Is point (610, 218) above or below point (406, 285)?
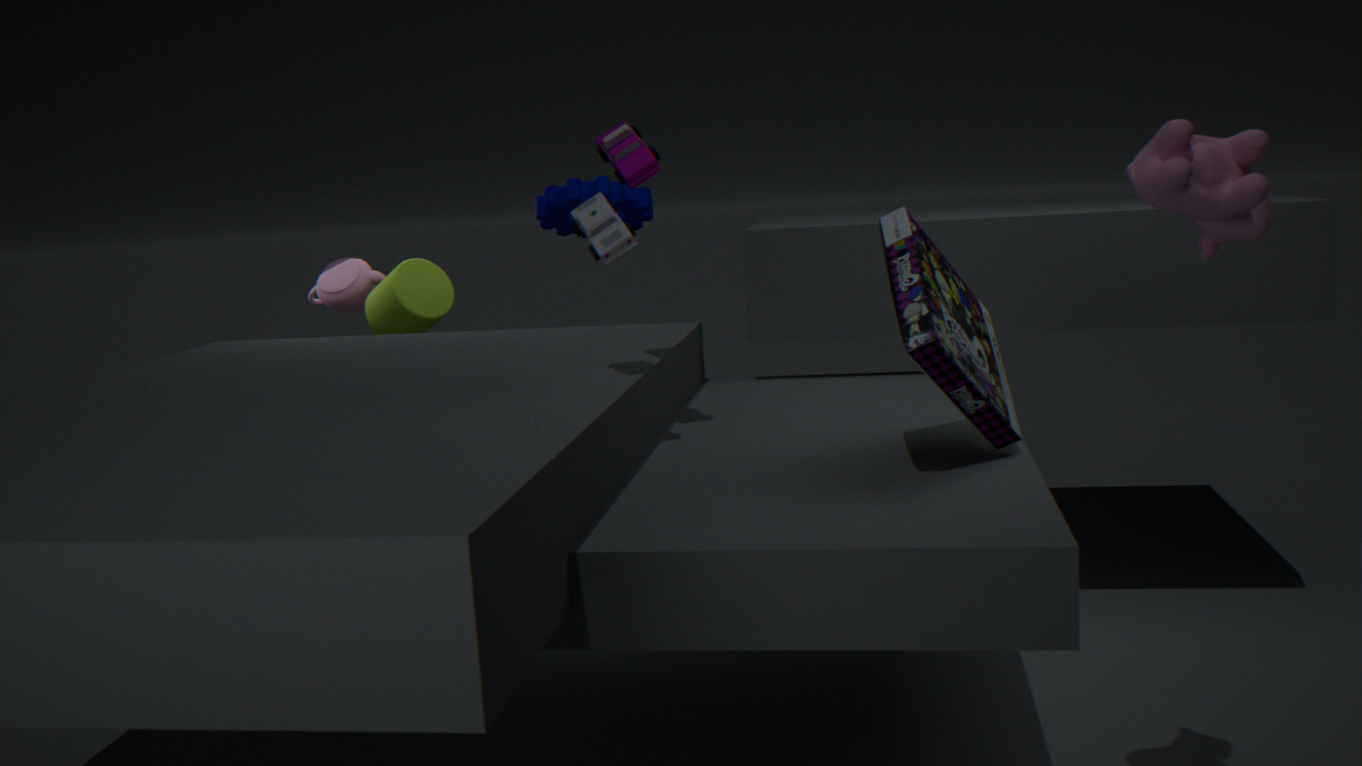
above
